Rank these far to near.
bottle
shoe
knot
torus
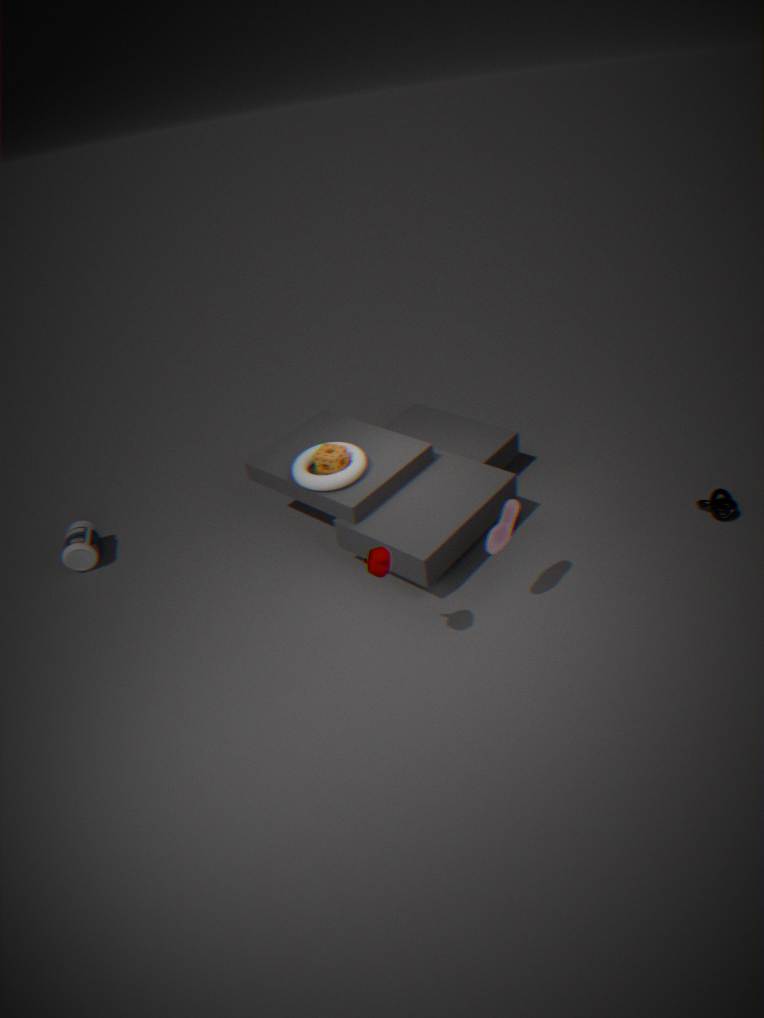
bottle < knot < torus < shoe
